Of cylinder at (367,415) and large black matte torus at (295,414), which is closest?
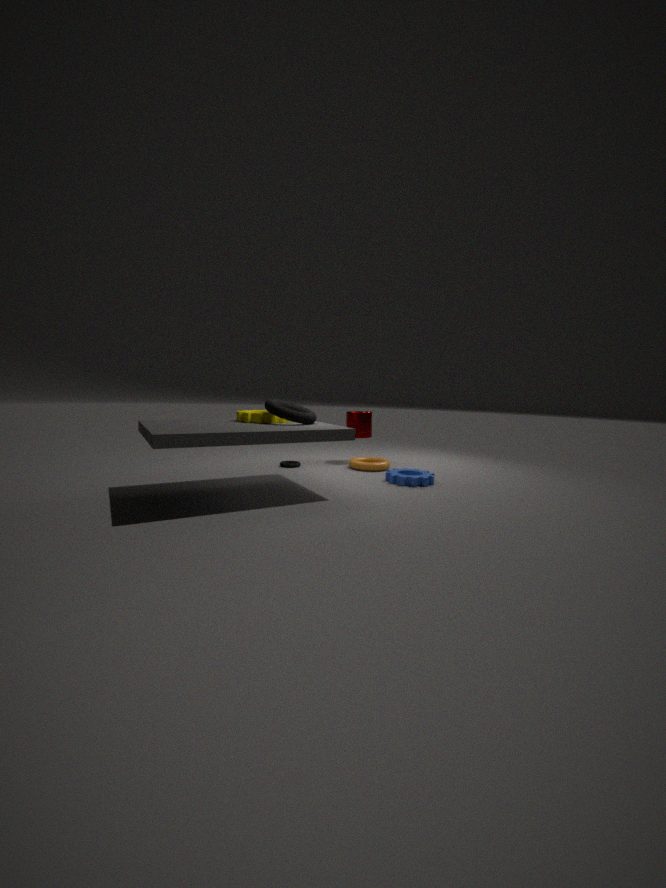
large black matte torus at (295,414)
